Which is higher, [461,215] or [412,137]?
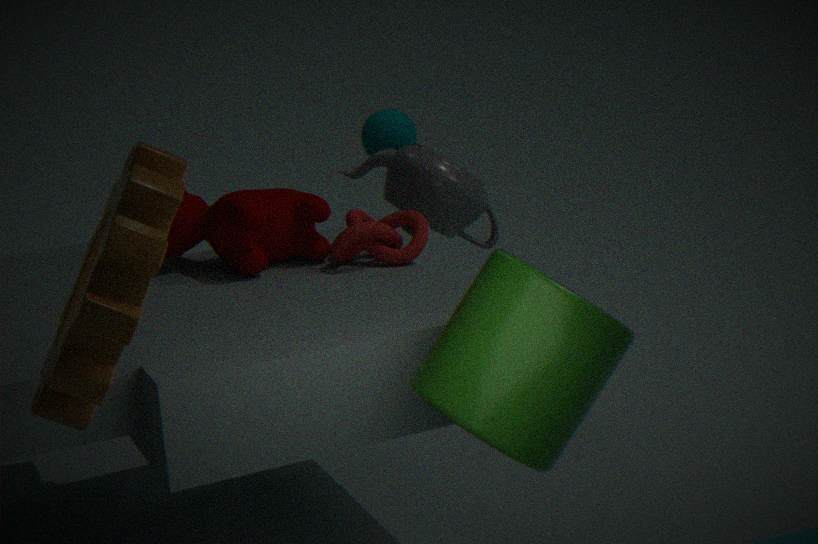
[412,137]
